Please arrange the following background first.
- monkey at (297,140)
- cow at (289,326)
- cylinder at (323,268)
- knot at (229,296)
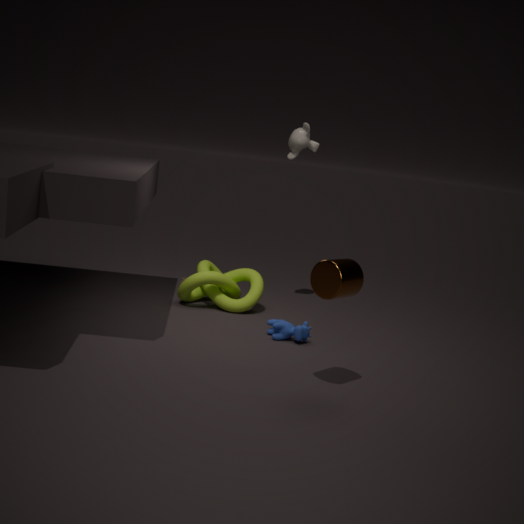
monkey at (297,140) → knot at (229,296) → cow at (289,326) → cylinder at (323,268)
